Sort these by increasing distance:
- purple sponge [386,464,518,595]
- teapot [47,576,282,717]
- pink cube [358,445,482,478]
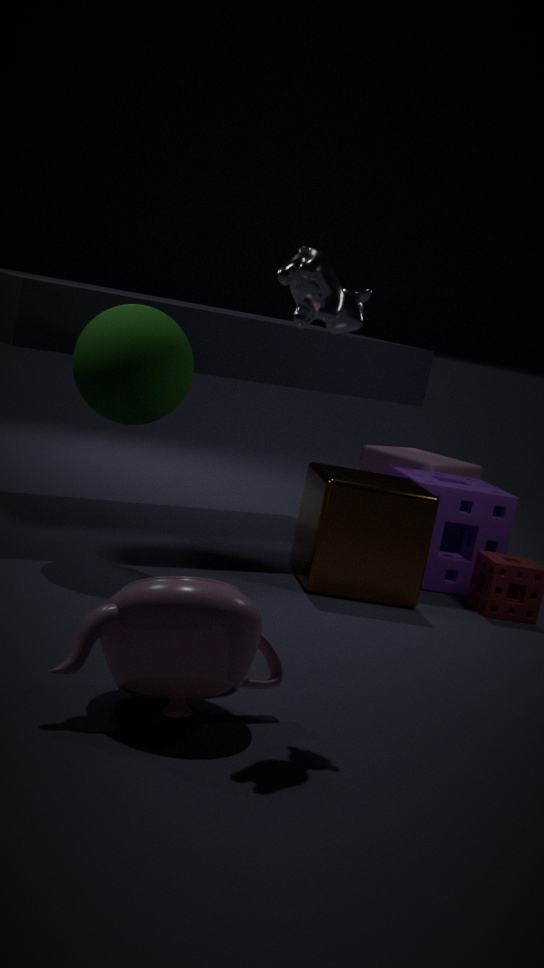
teapot [47,576,282,717] → purple sponge [386,464,518,595] → pink cube [358,445,482,478]
